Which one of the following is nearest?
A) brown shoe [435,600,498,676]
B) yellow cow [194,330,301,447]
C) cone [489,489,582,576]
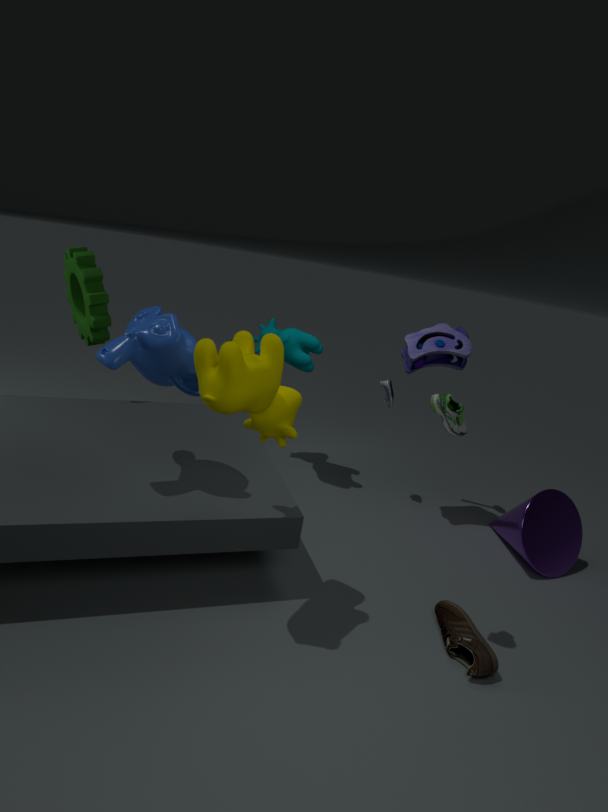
yellow cow [194,330,301,447]
